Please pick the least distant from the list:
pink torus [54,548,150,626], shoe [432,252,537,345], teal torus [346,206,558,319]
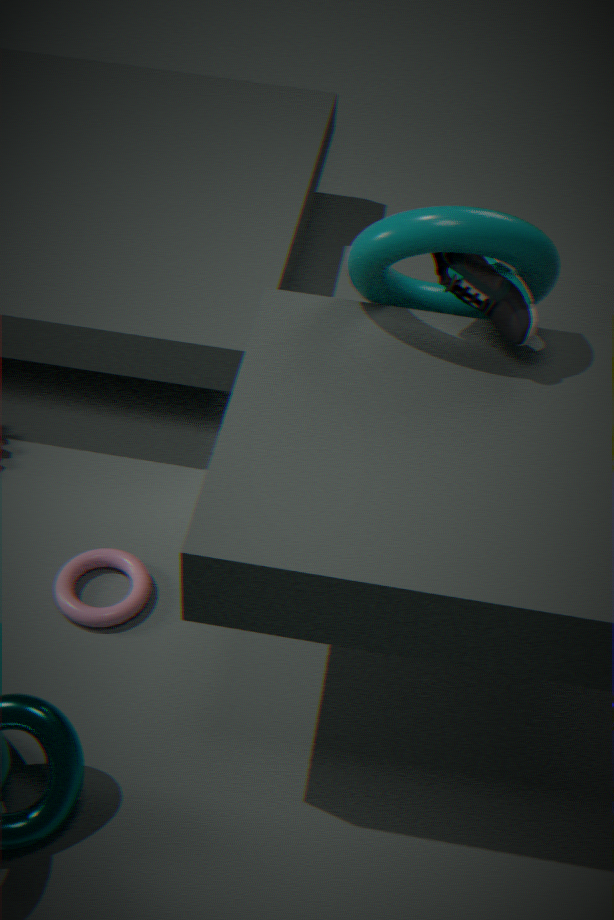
teal torus [346,206,558,319]
